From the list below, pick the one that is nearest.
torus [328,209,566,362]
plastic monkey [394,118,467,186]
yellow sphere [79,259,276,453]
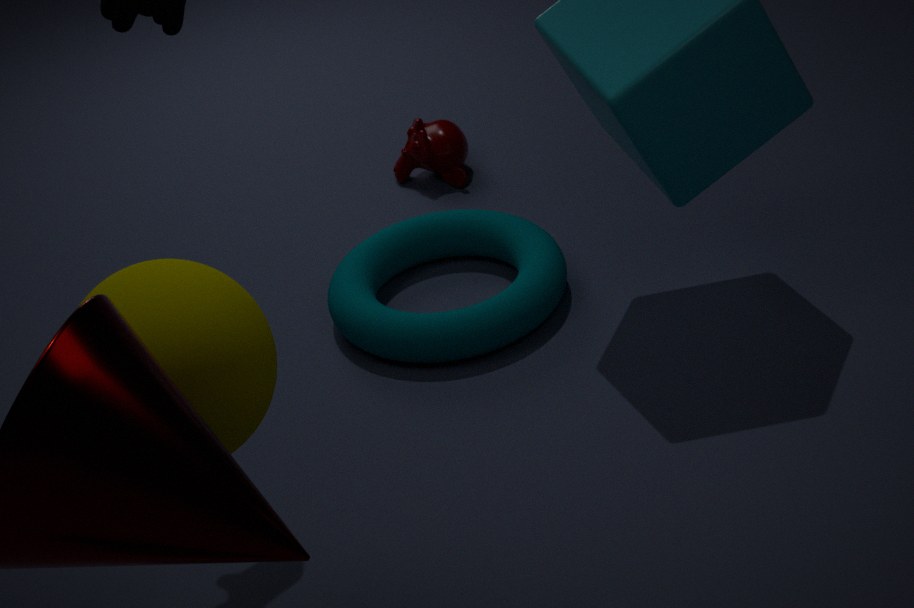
yellow sphere [79,259,276,453]
